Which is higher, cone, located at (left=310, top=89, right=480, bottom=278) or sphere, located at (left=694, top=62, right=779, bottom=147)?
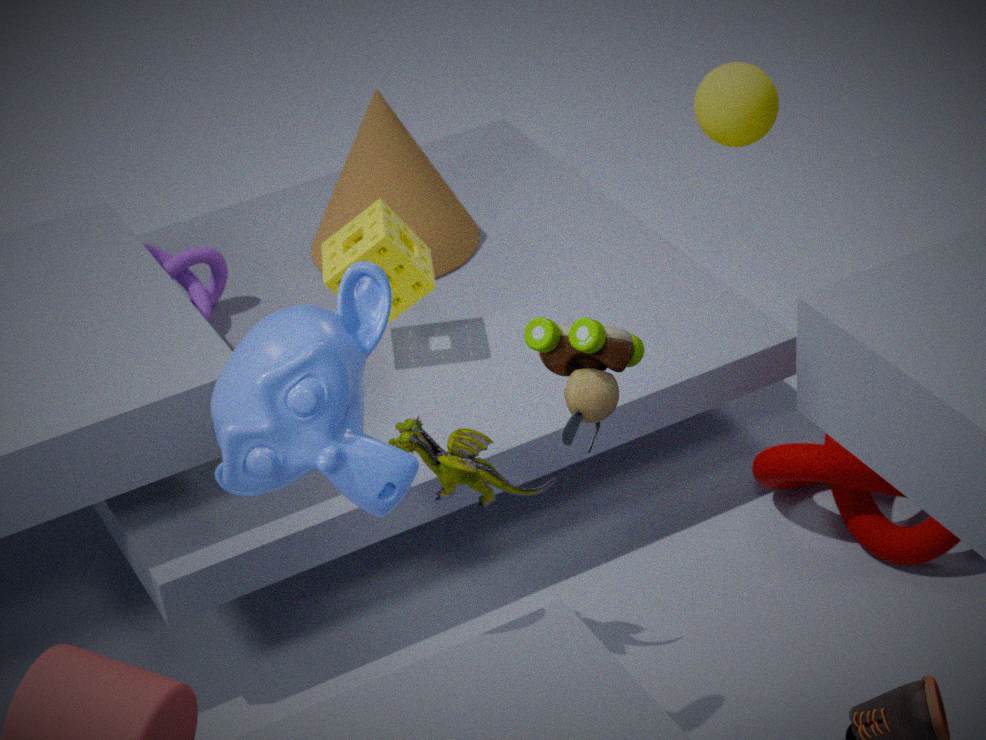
sphere, located at (left=694, top=62, right=779, bottom=147)
